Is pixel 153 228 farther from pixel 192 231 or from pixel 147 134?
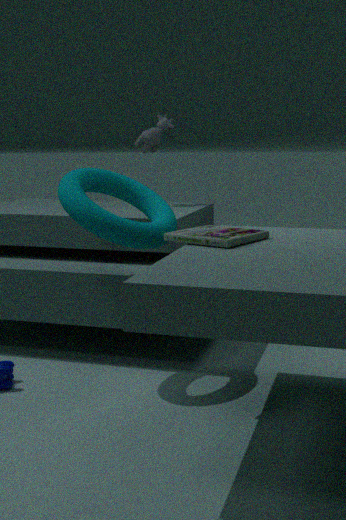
pixel 147 134
